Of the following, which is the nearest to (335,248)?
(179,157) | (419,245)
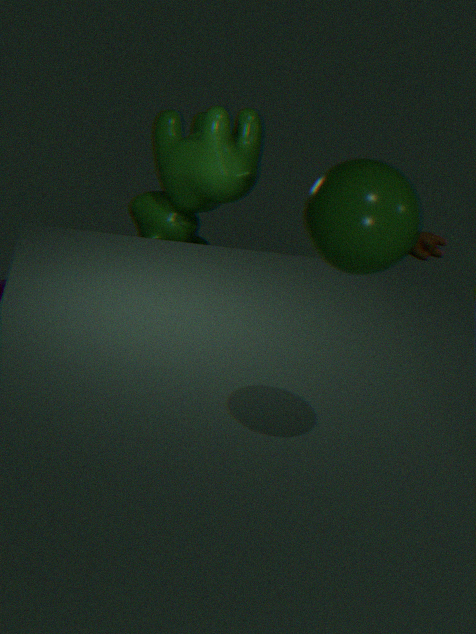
(179,157)
